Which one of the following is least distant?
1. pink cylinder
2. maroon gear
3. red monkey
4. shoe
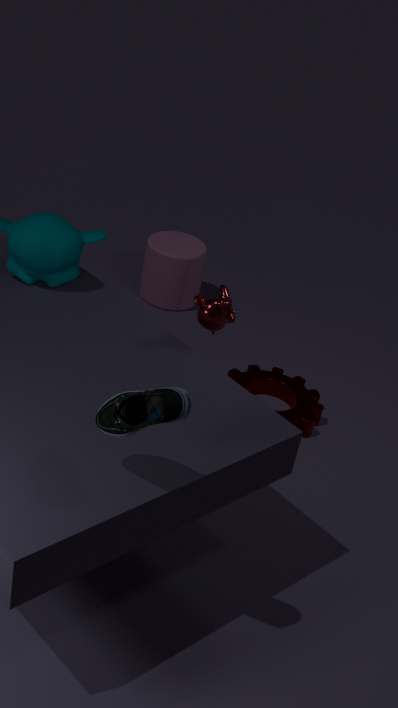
shoe
